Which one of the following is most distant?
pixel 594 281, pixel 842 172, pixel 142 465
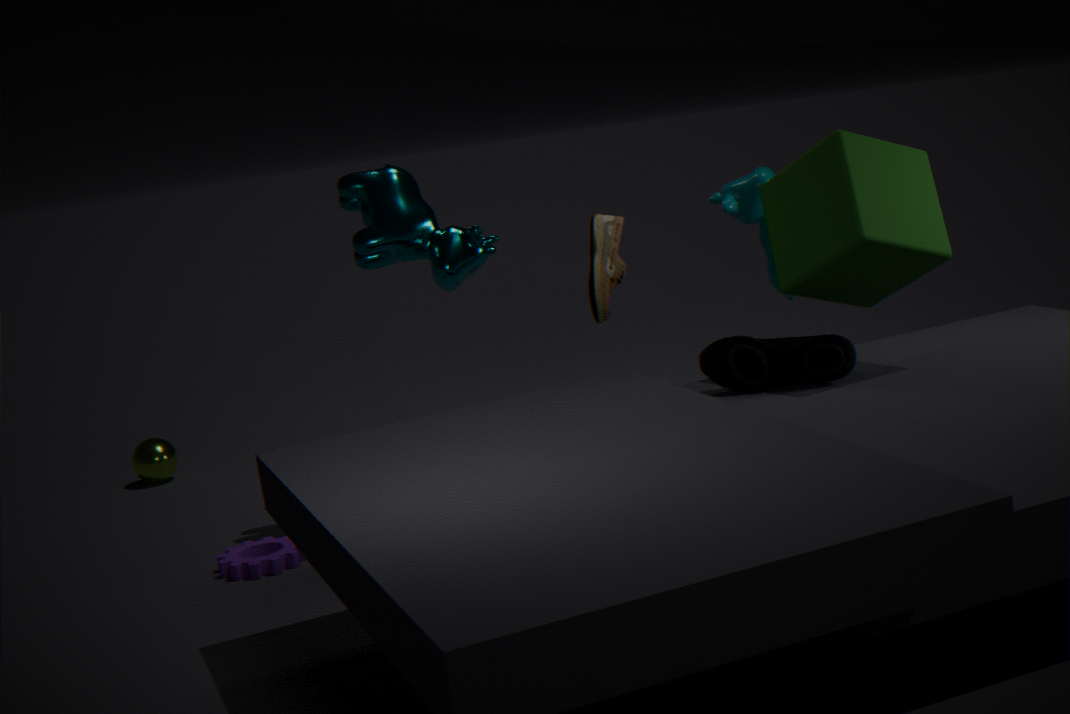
pixel 142 465
